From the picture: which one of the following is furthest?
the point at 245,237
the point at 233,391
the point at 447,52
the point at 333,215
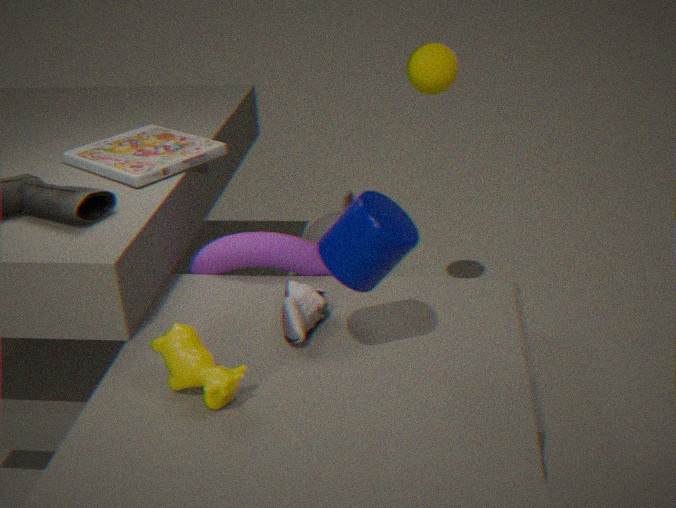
the point at 333,215
